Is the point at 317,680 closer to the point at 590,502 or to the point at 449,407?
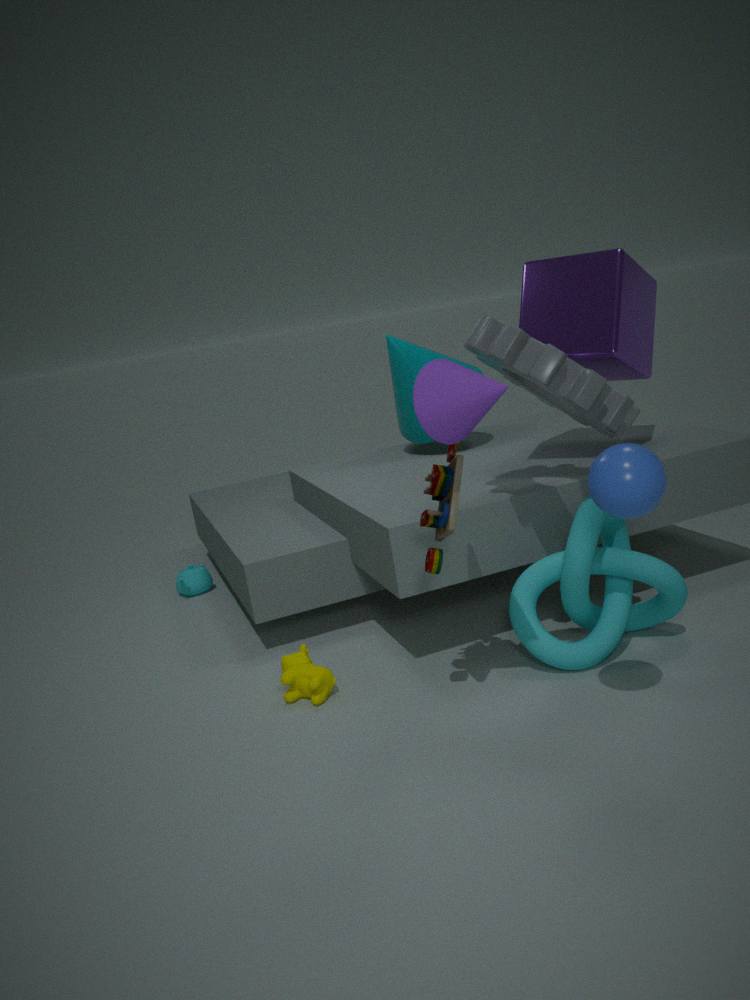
the point at 590,502
